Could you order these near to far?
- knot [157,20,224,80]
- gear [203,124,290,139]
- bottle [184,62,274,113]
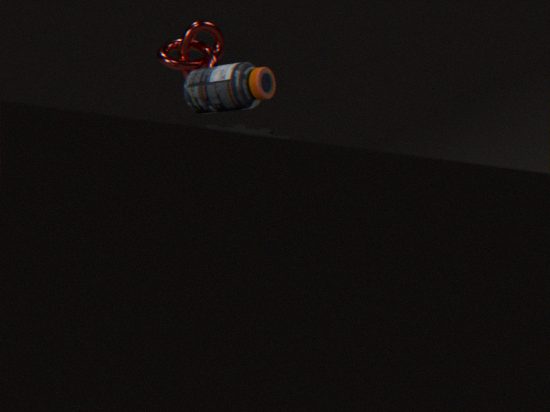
gear [203,124,290,139] < bottle [184,62,274,113] < knot [157,20,224,80]
